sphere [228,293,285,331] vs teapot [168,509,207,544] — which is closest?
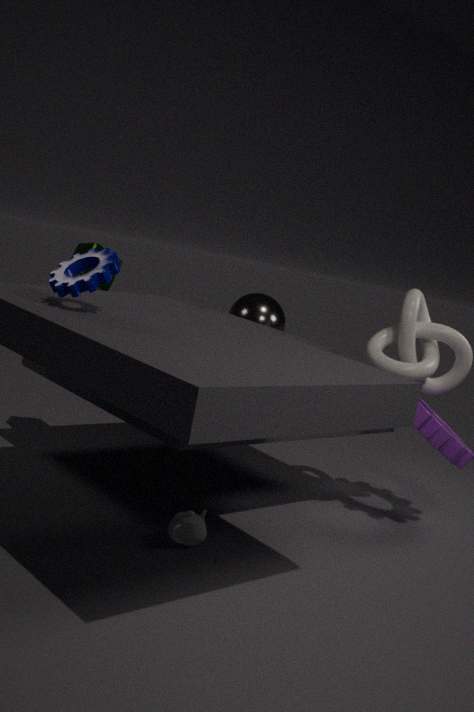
teapot [168,509,207,544]
